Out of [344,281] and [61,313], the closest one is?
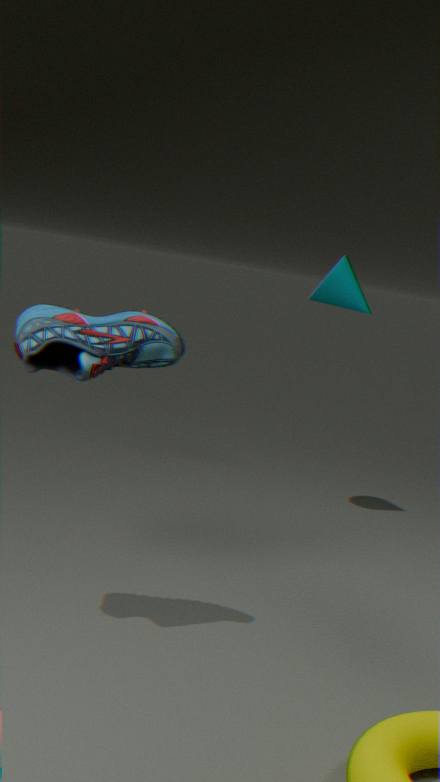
[61,313]
